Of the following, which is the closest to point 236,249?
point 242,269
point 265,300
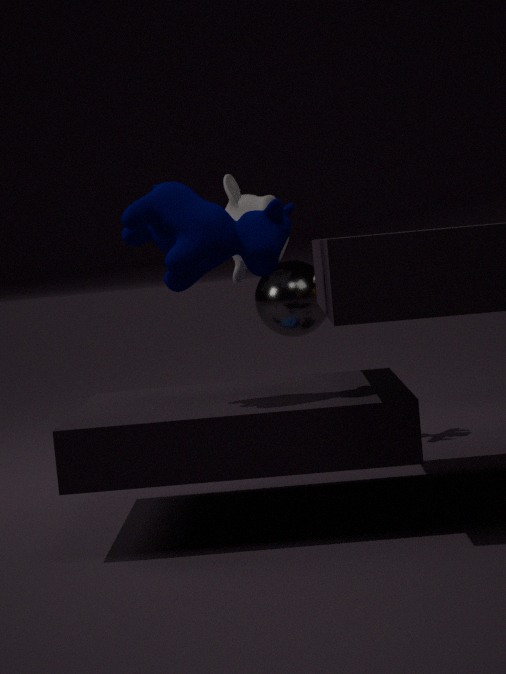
point 242,269
